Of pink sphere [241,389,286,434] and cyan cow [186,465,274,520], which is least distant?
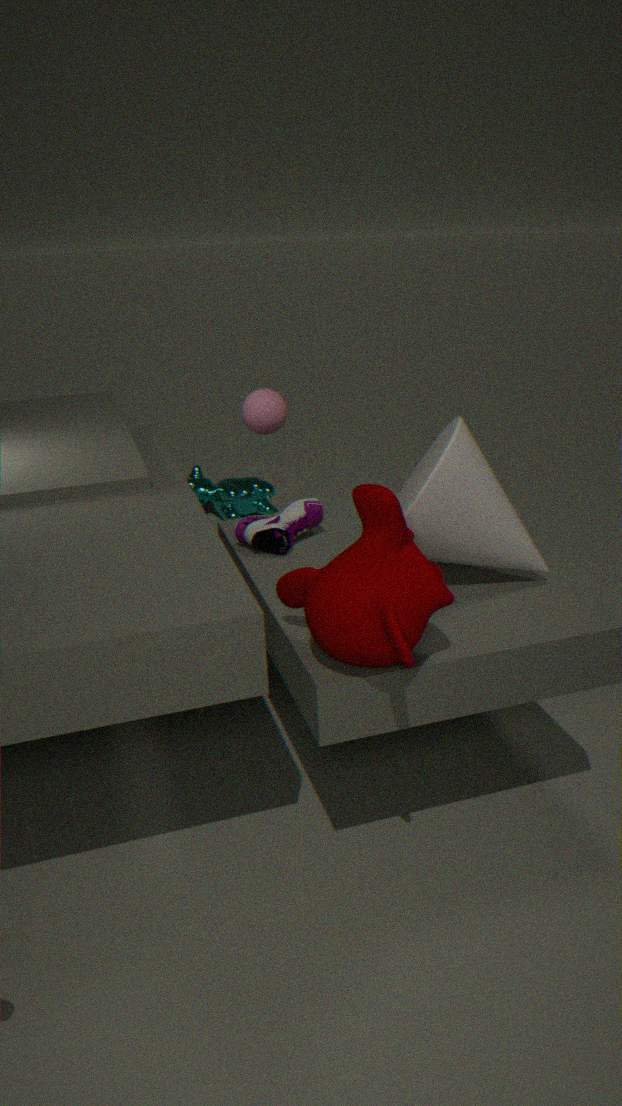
pink sphere [241,389,286,434]
